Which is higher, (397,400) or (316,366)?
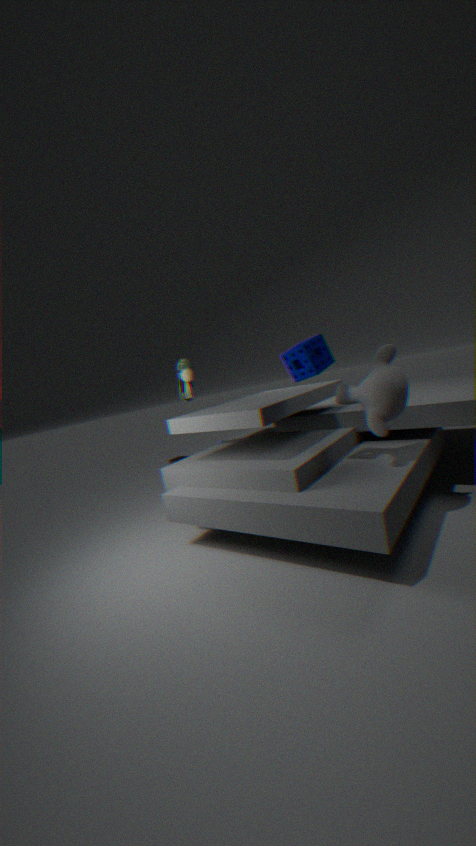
(316,366)
